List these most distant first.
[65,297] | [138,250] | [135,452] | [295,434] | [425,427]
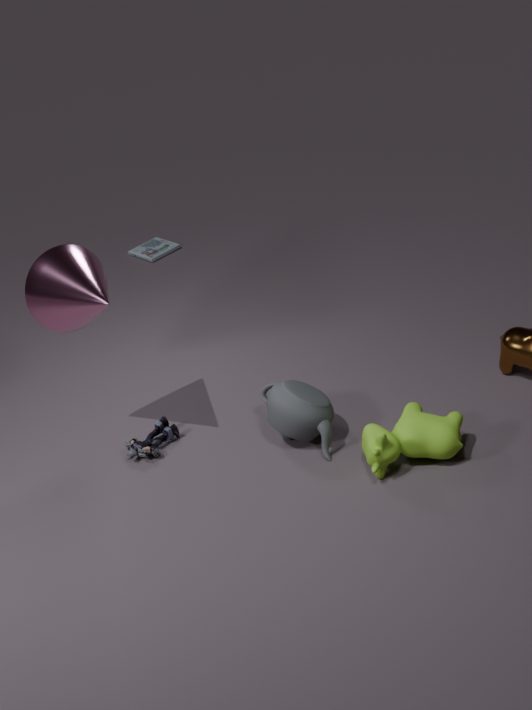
[138,250] → [135,452] → [295,434] → [65,297] → [425,427]
